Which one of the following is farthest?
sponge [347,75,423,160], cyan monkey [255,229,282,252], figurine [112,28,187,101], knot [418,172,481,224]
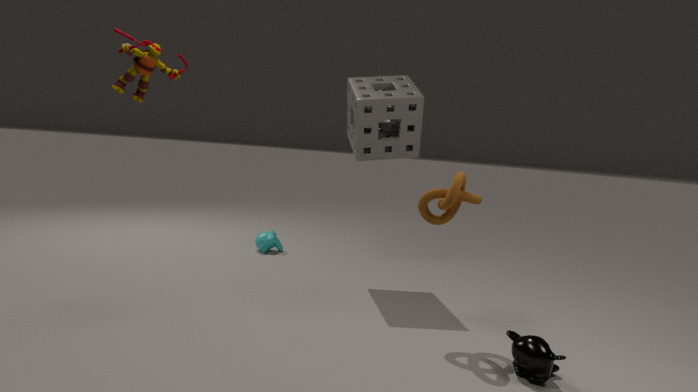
cyan monkey [255,229,282,252]
